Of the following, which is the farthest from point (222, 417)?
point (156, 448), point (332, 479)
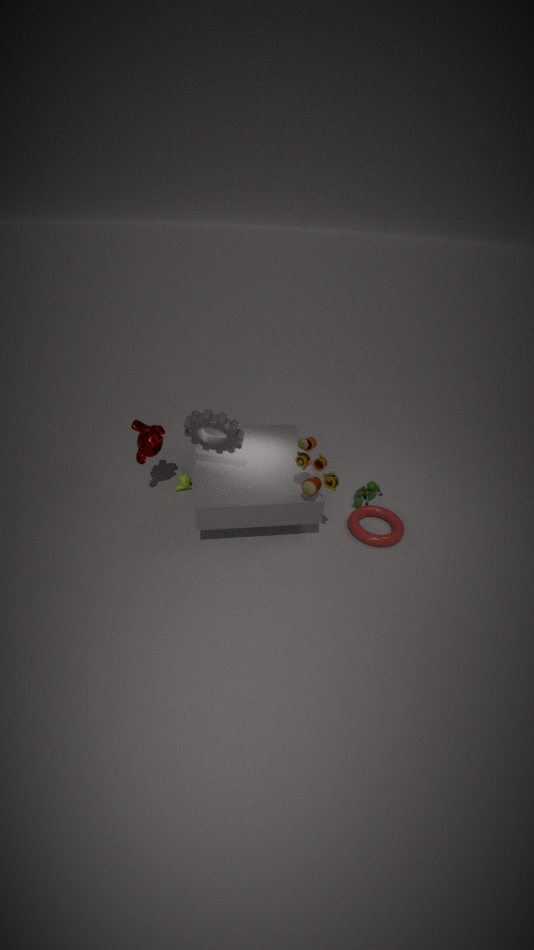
point (332, 479)
